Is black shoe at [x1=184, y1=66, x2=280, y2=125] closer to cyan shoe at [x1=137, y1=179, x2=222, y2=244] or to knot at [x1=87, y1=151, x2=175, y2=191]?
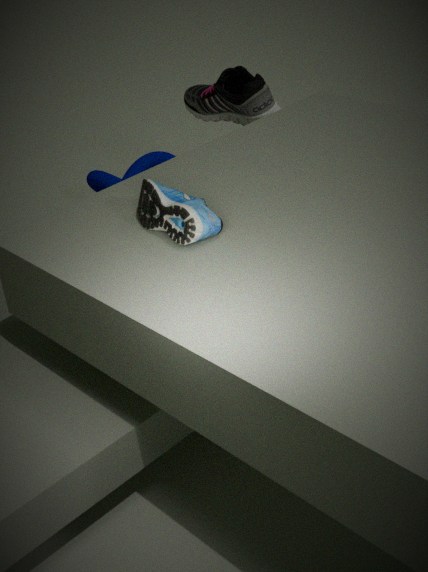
knot at [x1=87, y1=151, x2=175, y2=191]
